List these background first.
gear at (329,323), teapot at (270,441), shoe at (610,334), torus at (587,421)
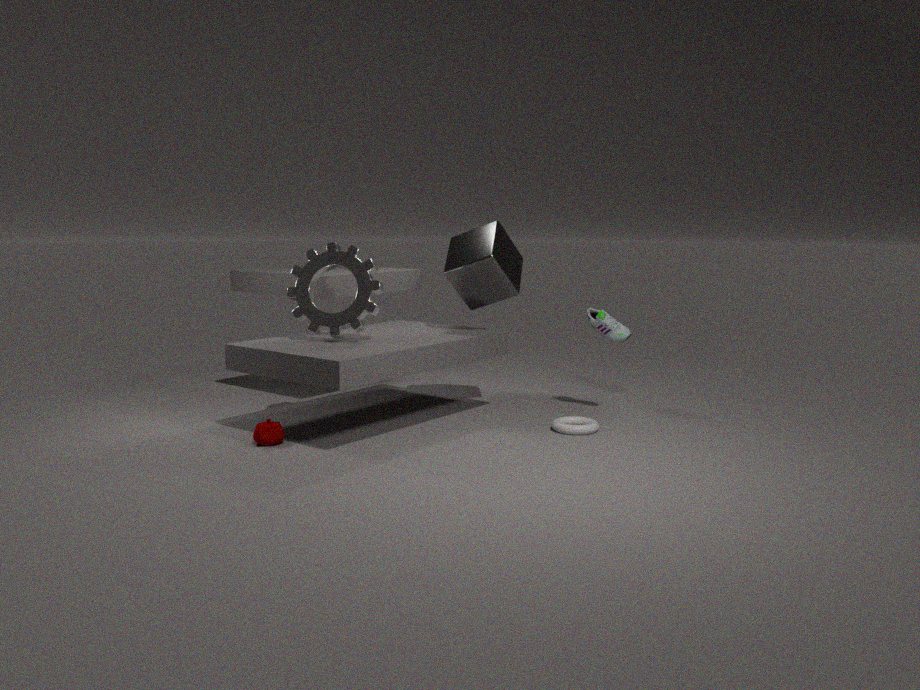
shoe at (610,334) < gear at (329,323) < torus at (587,421) < teapot at (270,441)
